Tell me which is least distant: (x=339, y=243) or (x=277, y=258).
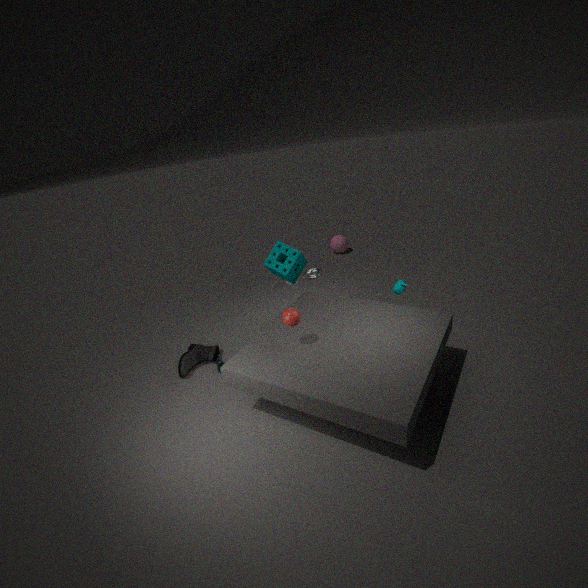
(x=277, y=258)
